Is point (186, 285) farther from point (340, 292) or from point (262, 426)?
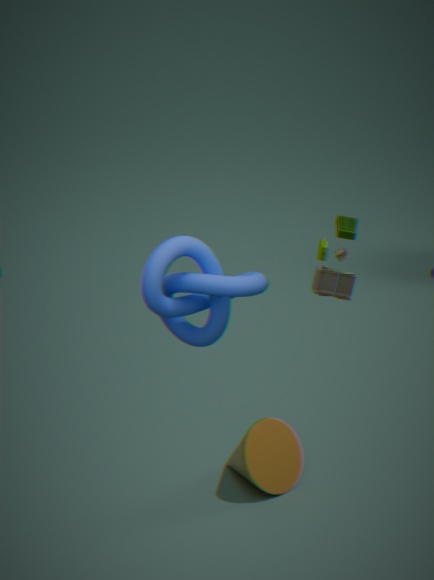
point (262, 426)
